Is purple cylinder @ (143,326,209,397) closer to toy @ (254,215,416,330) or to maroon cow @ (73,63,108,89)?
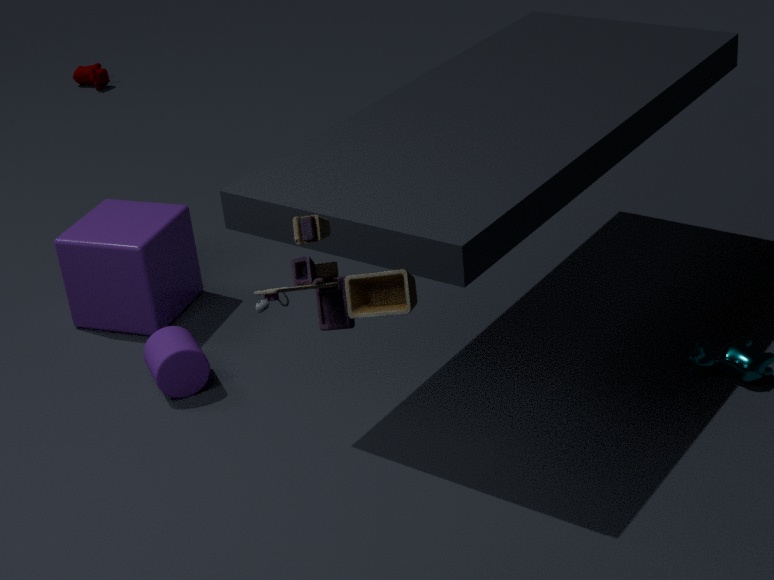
toy @ (254,215,416,330)
